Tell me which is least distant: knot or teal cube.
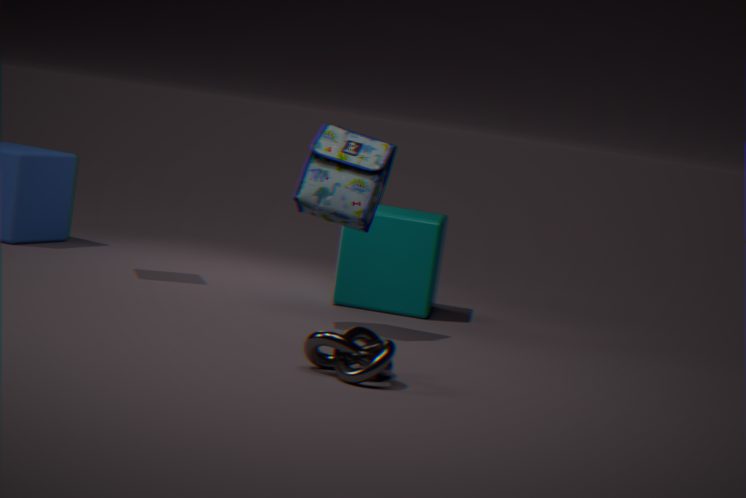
knot
